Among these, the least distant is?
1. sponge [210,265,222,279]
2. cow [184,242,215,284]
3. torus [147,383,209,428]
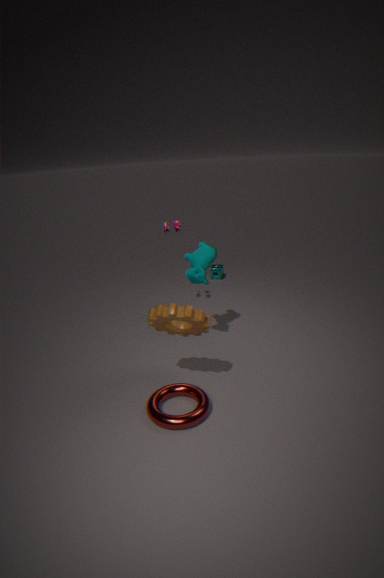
torus [147,383,209,428]
